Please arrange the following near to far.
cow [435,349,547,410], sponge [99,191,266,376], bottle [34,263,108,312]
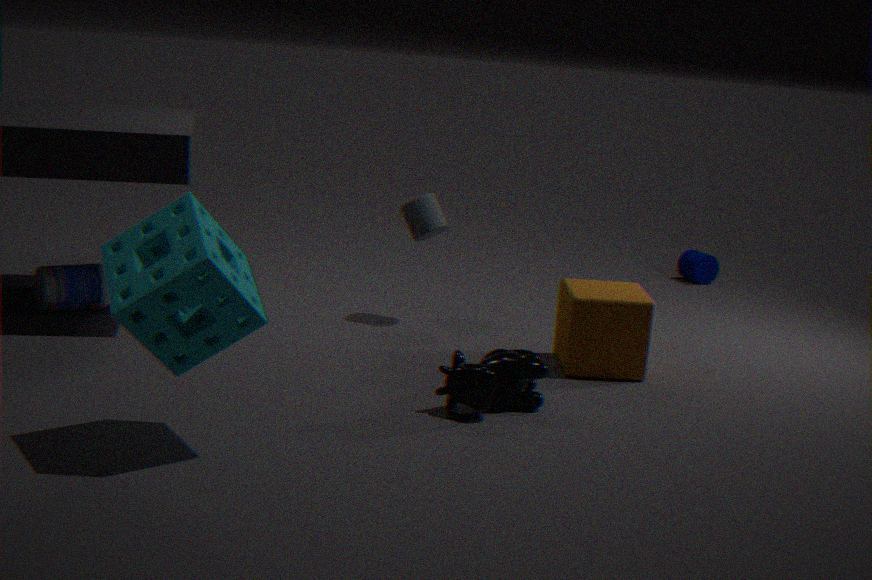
1. sponge [99,191,266,376]
2. cow [435,349,547,410]
3. bottle [34,263,108,312]
